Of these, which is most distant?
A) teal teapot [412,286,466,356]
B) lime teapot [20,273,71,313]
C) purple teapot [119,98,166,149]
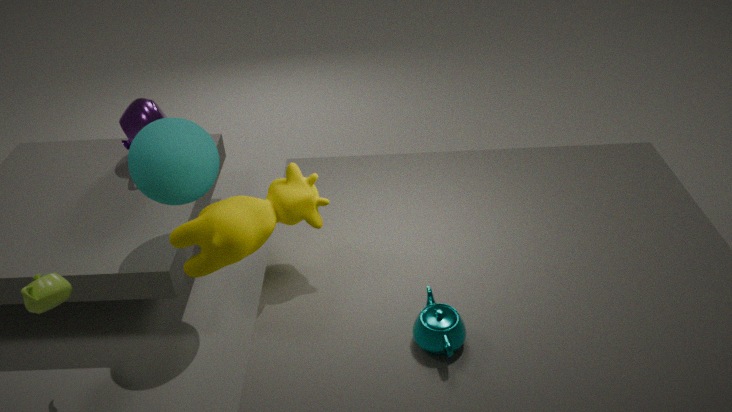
purple teapot [119,98,166,149]
